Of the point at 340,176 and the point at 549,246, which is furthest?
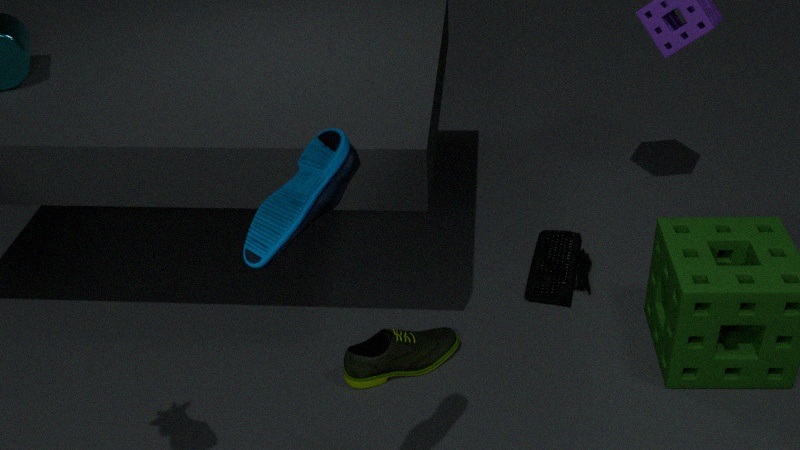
the point at 549,246
